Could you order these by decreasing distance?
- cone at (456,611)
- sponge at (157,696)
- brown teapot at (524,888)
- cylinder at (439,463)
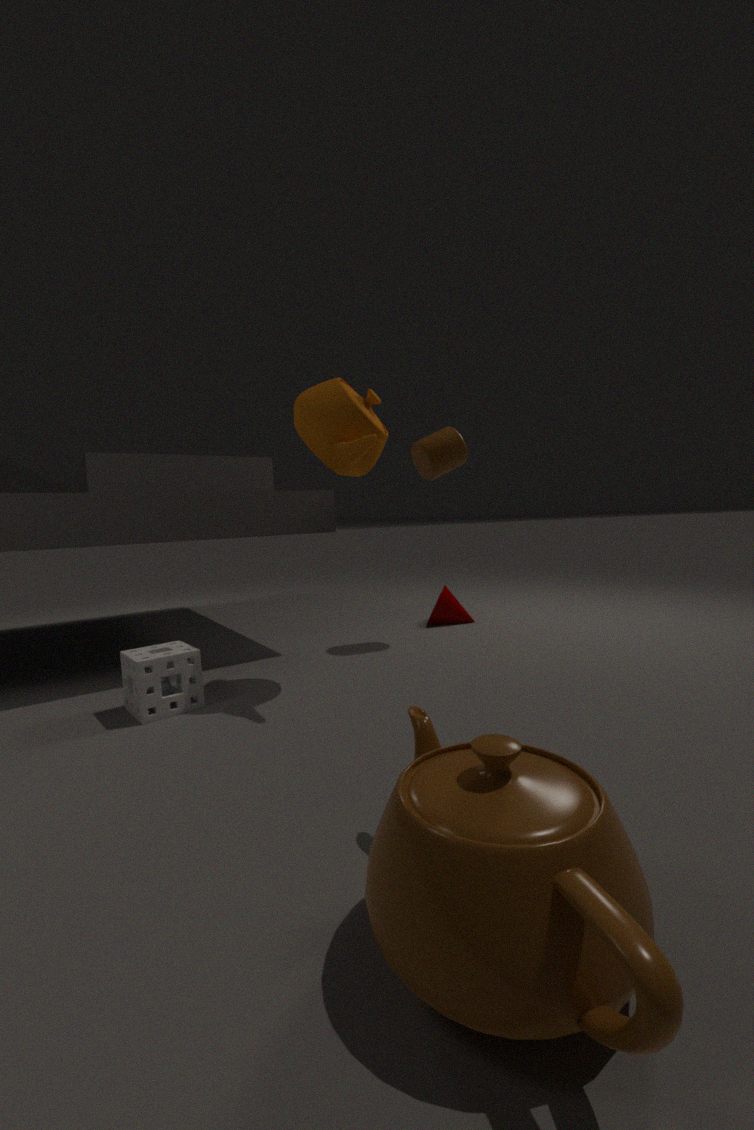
cone at (456,611)
cylinder at (439,463)
sponge at (157,696)
brown teapot at (524,888)
